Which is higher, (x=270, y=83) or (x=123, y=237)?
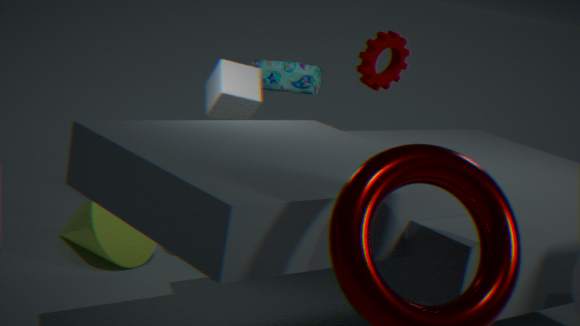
(x=270, y=83)
